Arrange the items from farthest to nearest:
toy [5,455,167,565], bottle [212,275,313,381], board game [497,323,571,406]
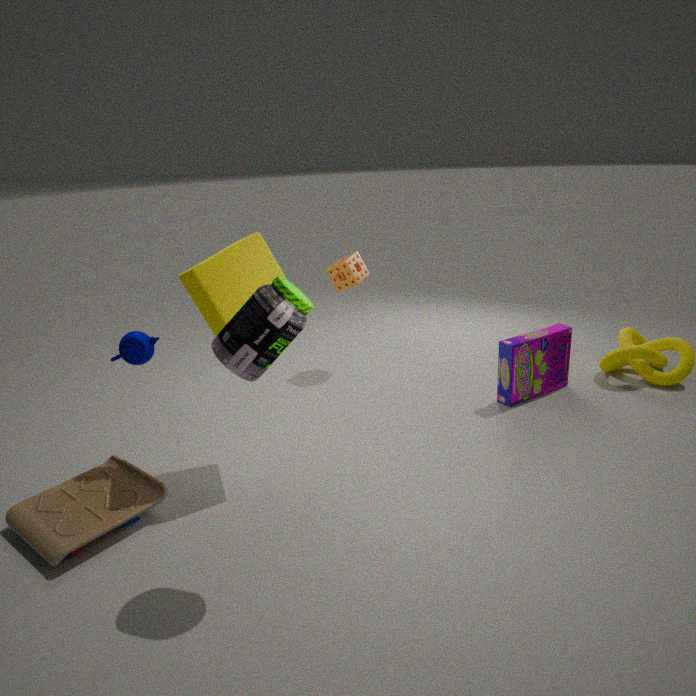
board game [497,323,571,406] → toy [5,455,167,565] → bottle [212,275,313,381]
